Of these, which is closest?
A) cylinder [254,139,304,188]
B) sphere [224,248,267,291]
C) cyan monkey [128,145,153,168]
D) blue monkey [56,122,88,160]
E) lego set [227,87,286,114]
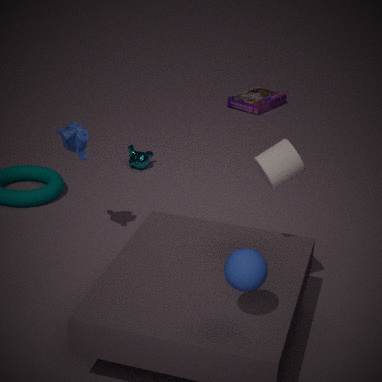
sphere [224,248,267,291]
